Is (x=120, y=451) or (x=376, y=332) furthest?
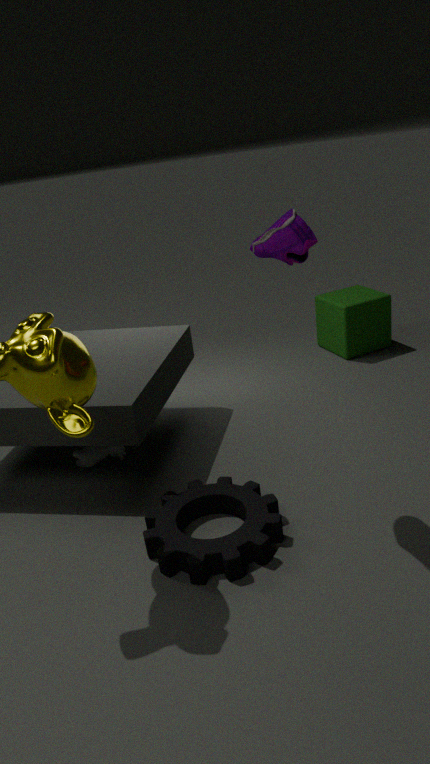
(x=376, y=332)
